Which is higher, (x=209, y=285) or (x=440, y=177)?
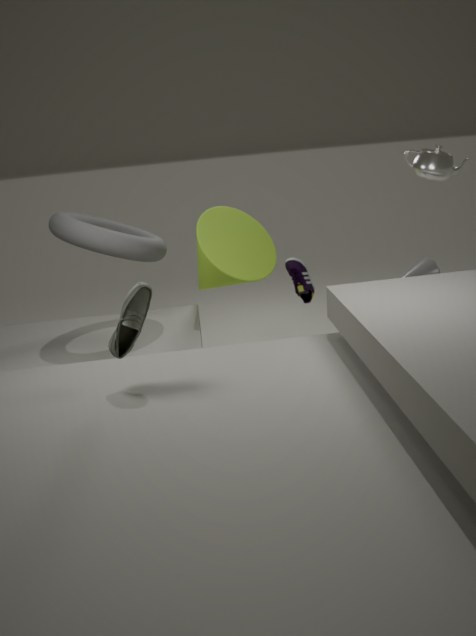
(x=440, y=177)
